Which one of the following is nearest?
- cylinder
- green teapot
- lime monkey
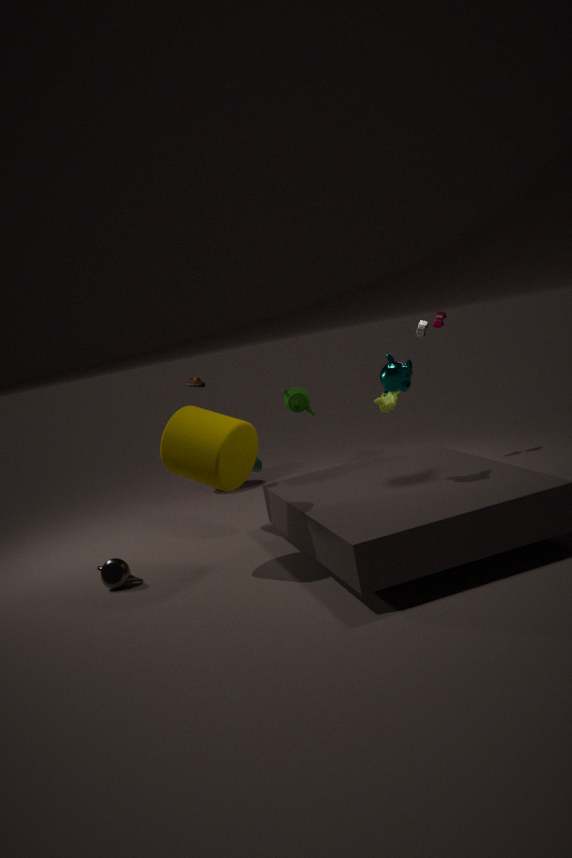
cylinder
